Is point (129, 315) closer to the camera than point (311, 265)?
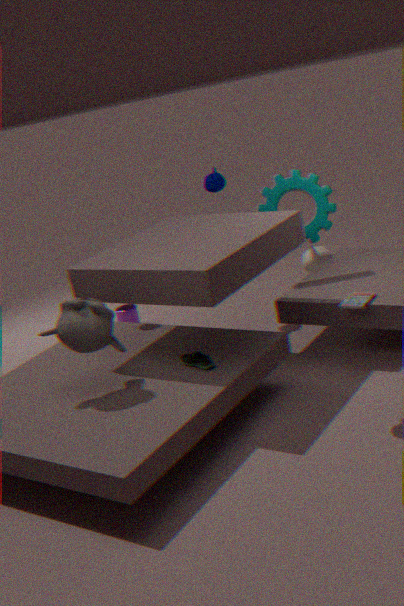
No
